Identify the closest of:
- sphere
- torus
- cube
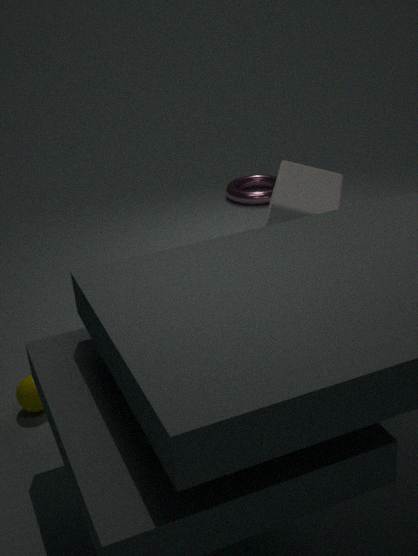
sphere
